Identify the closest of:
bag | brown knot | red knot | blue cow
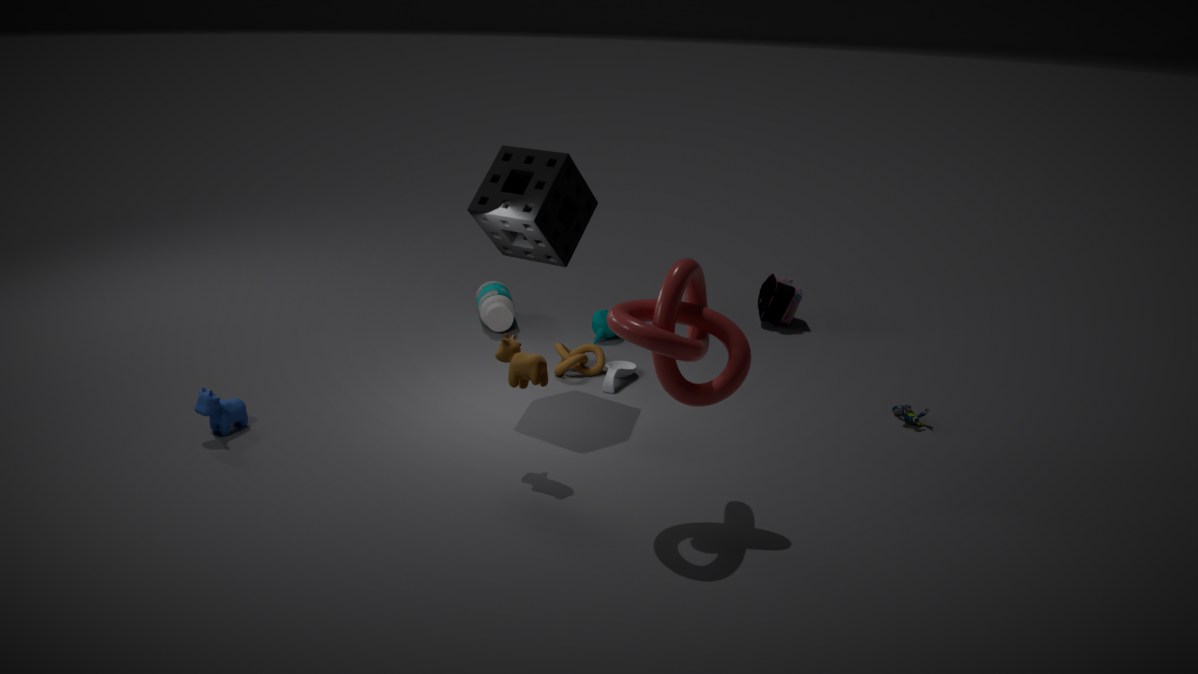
red knot
